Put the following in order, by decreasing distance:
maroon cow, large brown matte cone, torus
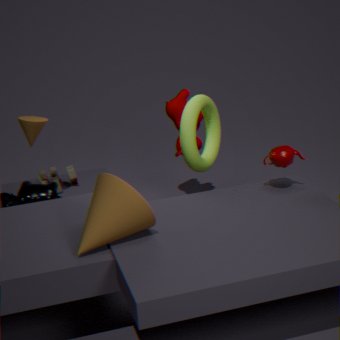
maroon cow → torus → large brown matte cone
